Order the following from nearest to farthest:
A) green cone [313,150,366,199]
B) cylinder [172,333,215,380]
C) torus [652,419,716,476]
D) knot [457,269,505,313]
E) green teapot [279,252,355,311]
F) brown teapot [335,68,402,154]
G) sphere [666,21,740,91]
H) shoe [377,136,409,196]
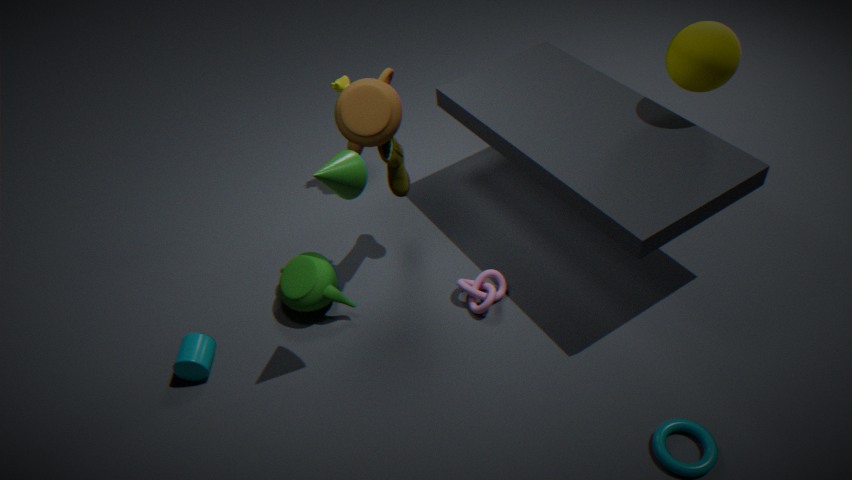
1. green cone [313,150,366,199]
2. torus [652,419,716,476]
3. brown teapot [335,68,402,154]
4. sphere [666,21,740,91]
5. cylinder [172,333,215,380]
6. shoe [377,136,409,196]
7. knot [457,269,505,313]
8. green teapot [279,252,355,311]
